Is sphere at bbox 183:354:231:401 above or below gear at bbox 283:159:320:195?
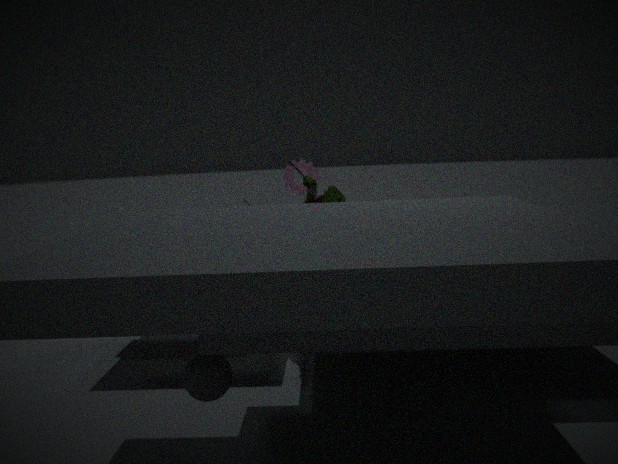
below
